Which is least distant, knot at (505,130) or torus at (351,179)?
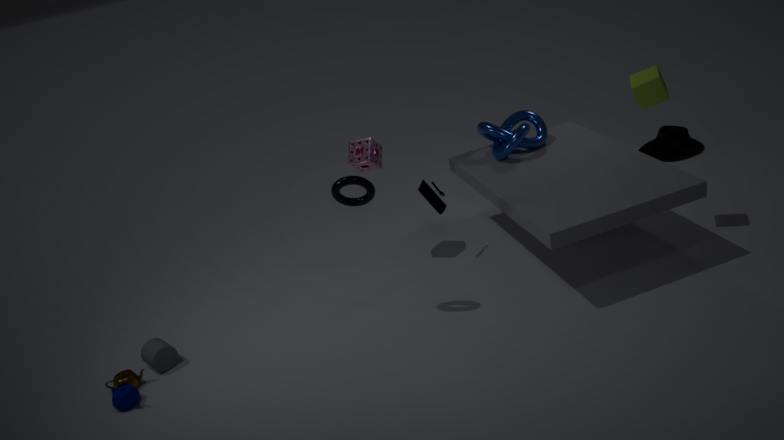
torus at (351,179)
